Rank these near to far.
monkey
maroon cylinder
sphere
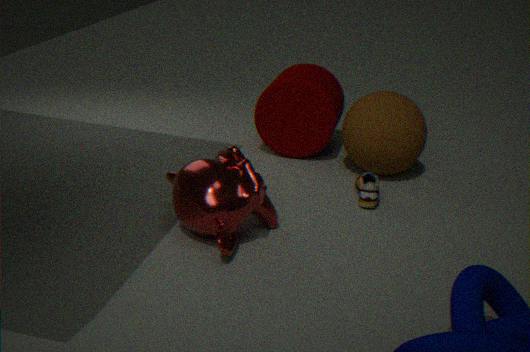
monkey, sphere, maroon cylinder
